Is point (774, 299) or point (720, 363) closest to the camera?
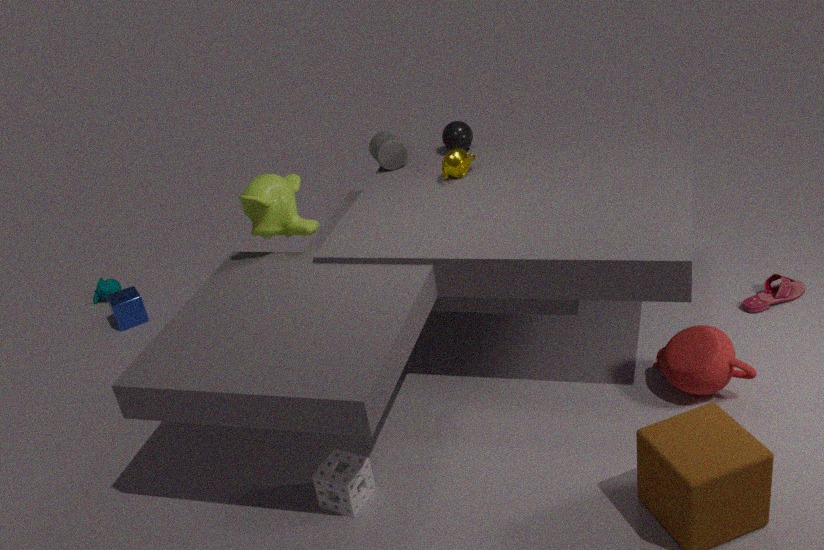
point (720, 363)
